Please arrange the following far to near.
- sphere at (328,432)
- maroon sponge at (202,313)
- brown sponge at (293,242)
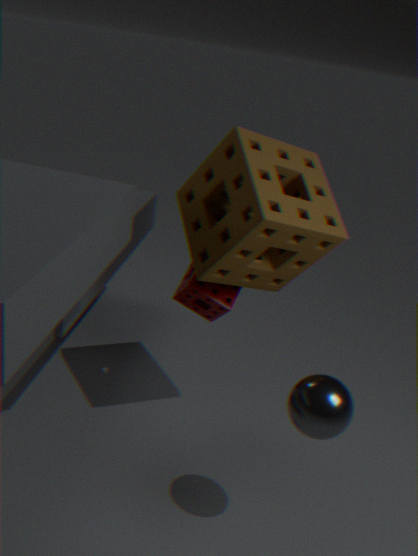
maroon sponge at (202,313) < brown sponge at (293,242) < sphere at (328,432)
